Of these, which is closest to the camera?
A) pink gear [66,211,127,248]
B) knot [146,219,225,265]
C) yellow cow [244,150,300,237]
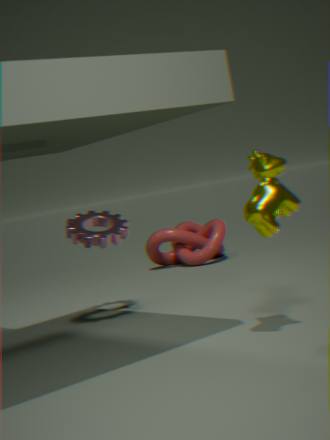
yellow cow [244,150,300,237]
